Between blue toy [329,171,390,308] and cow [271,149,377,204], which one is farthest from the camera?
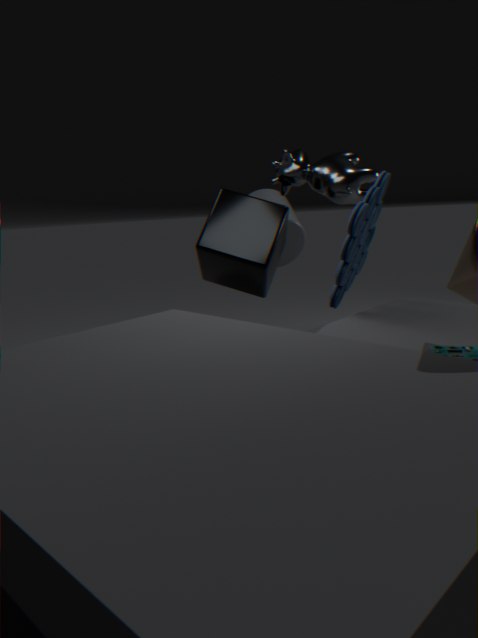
cow [271,149,377,204]
